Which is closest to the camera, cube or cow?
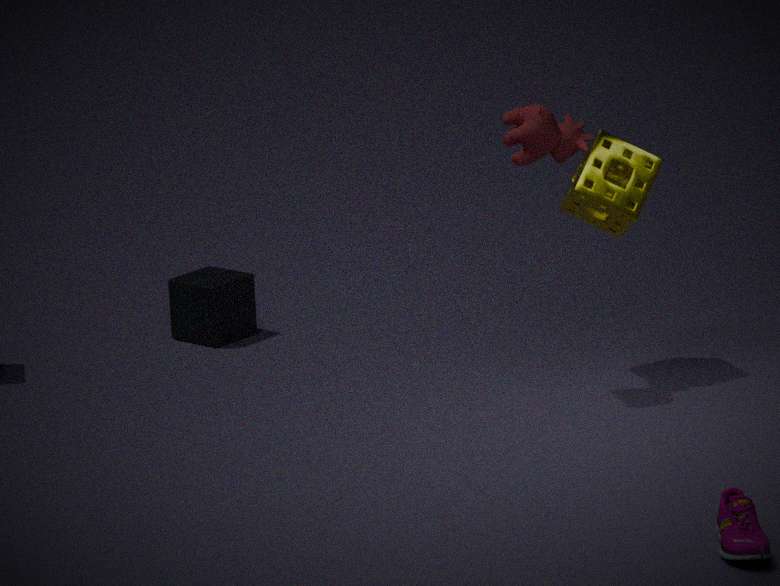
cow
